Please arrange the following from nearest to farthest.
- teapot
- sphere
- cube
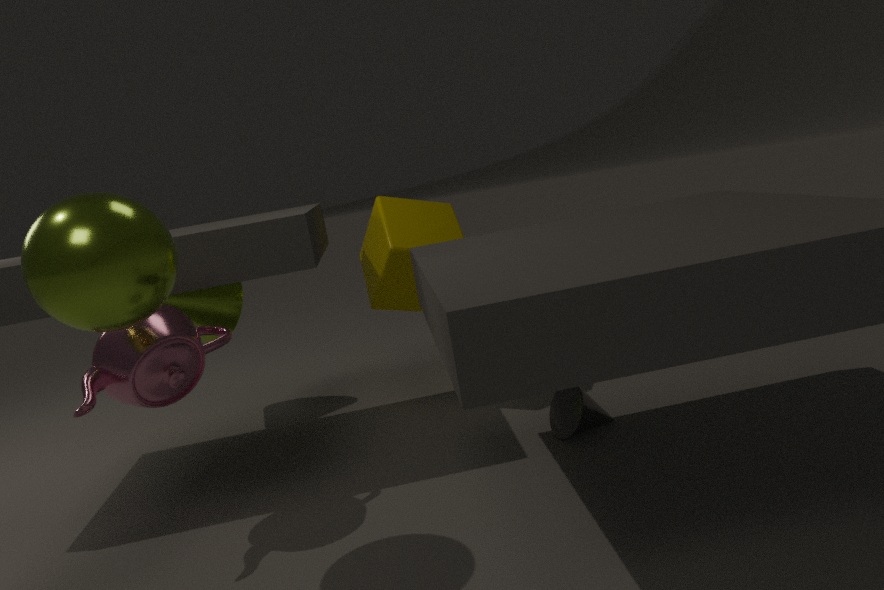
sphere < teapot < cube
